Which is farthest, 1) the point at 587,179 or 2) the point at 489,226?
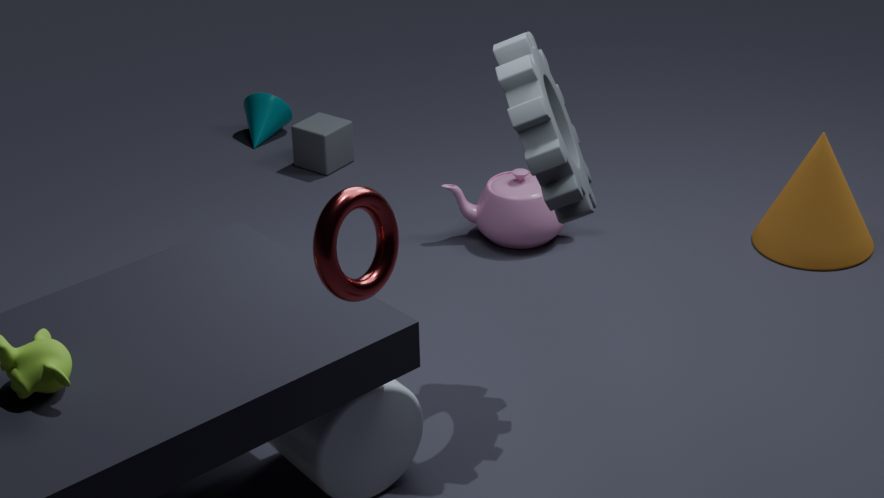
2. the point at 489,226
